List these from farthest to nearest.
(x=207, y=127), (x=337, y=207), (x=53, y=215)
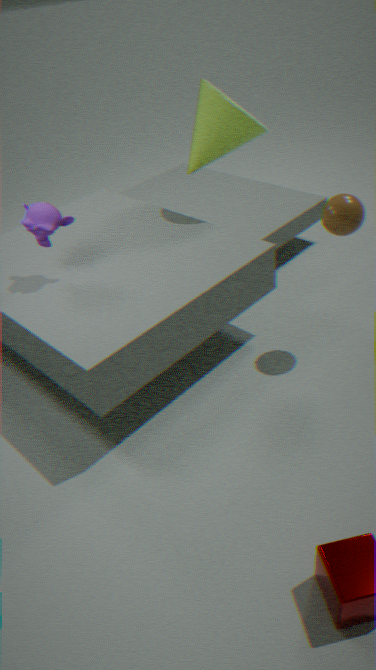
(x=207, y=127) → (x=53, y=215) → (x=337, y=207)
